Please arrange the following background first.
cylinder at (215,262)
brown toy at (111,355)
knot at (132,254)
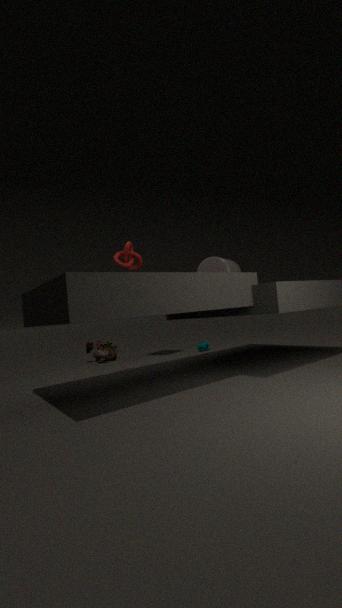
brown toy at (111,355) → cylinder at (215,262) → knot at (132,254)
